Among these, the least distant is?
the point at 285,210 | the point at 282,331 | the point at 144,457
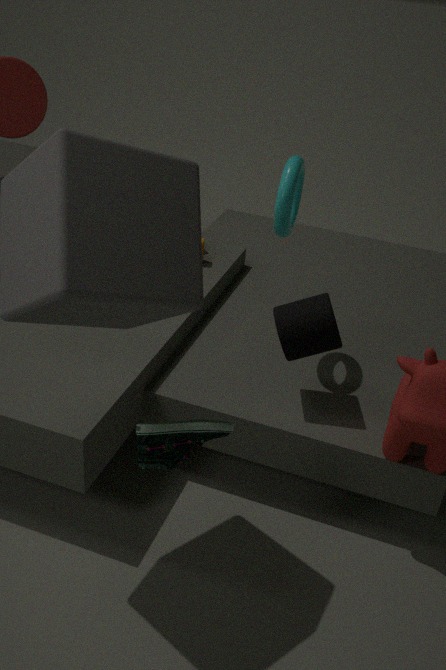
the point at 144,457
